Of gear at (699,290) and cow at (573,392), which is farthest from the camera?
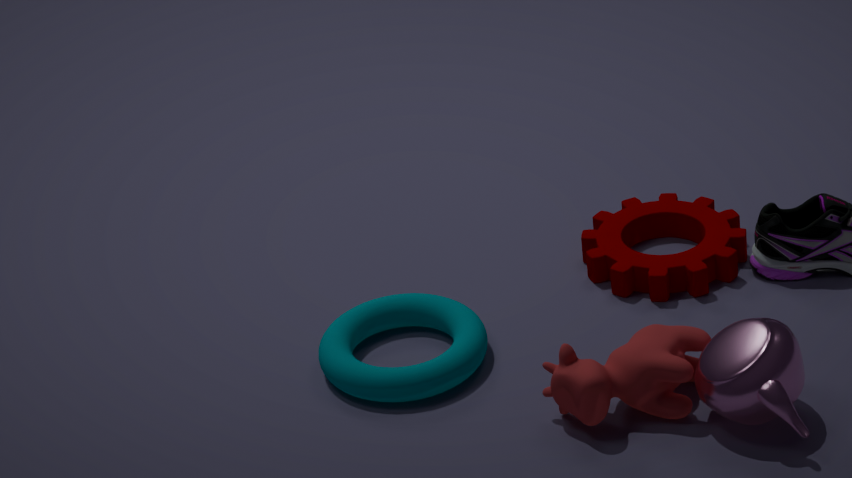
gear at (699,290)
